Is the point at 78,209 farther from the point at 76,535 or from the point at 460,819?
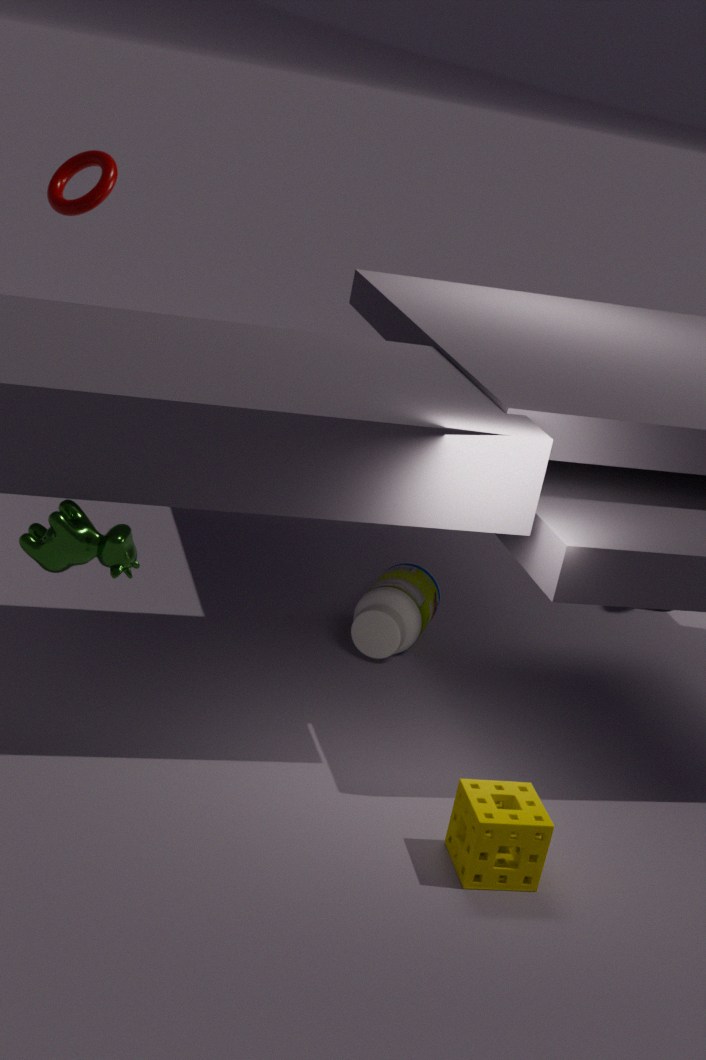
the point at 460,819
